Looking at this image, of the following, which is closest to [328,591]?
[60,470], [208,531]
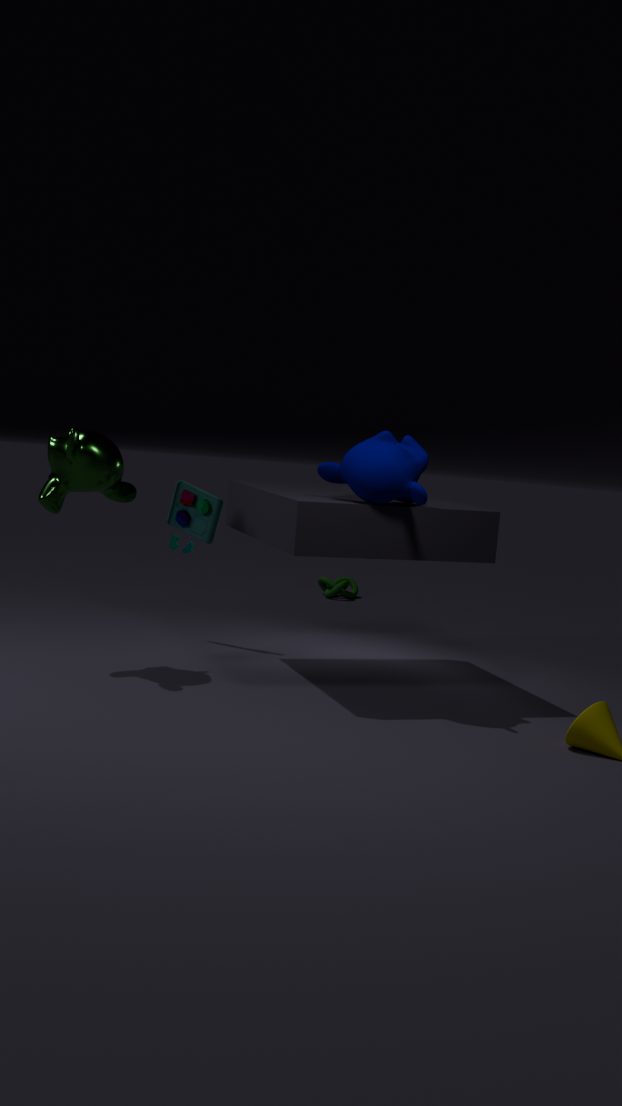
[208,531]
